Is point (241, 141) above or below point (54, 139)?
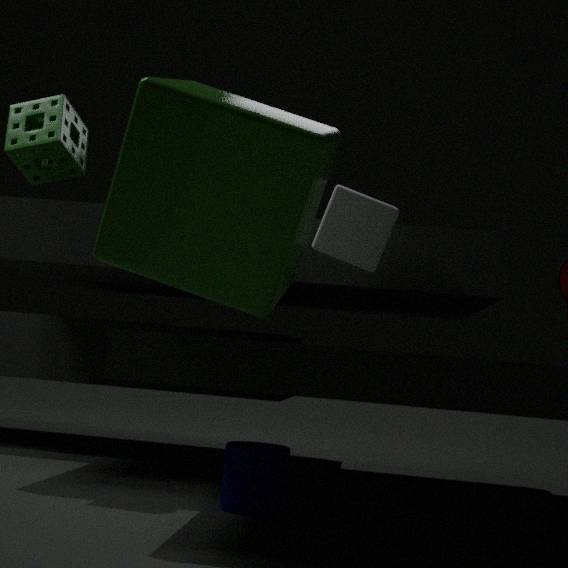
below
